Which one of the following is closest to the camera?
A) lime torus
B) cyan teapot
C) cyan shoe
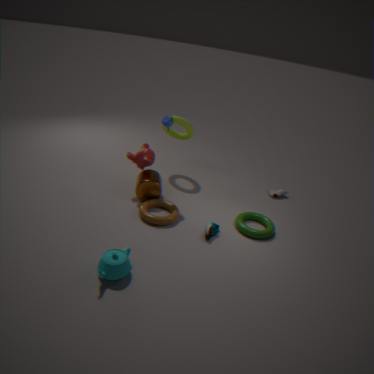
cyan teapot
